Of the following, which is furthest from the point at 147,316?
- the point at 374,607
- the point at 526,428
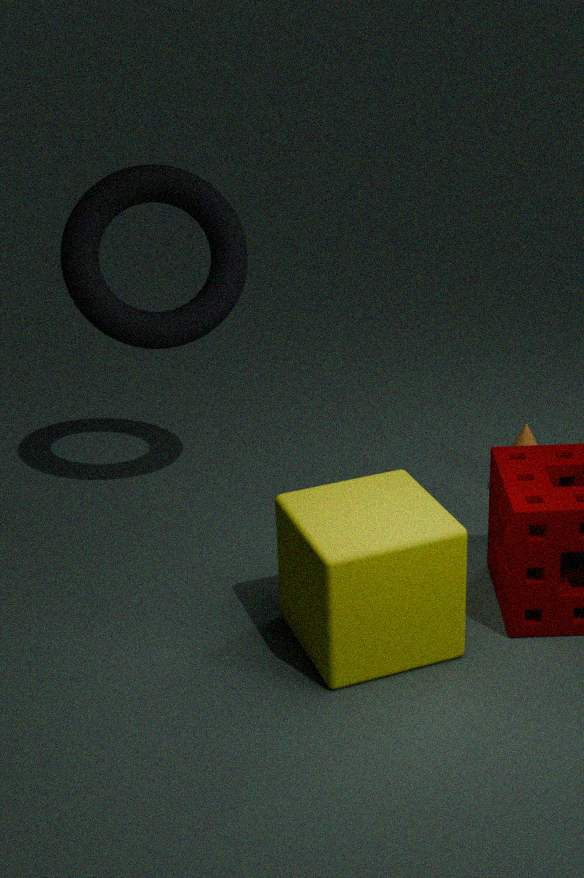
the point at 526,428
